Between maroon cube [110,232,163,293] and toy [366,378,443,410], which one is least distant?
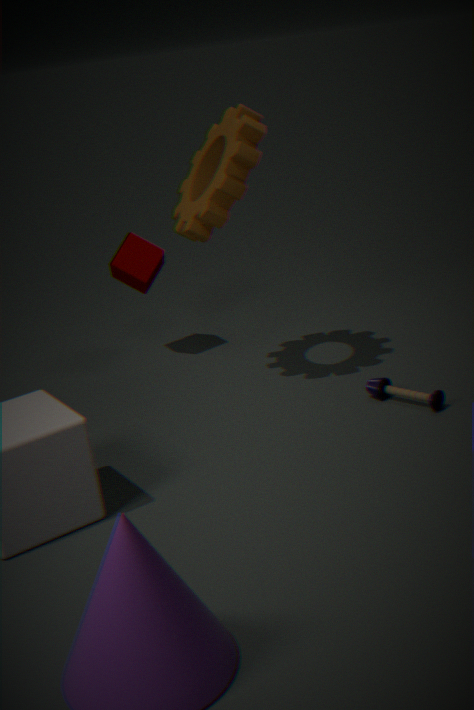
toy [366,378,443,410]
